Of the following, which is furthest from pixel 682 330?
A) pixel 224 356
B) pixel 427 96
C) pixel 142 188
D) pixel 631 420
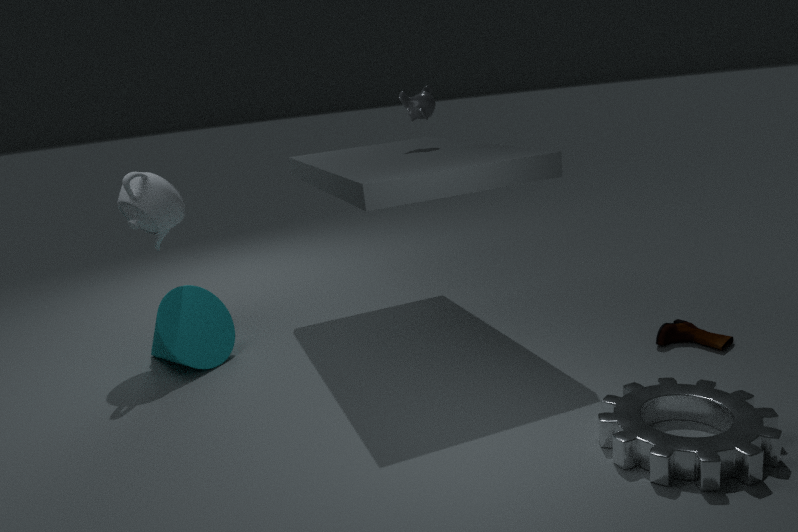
pixel 142 188
